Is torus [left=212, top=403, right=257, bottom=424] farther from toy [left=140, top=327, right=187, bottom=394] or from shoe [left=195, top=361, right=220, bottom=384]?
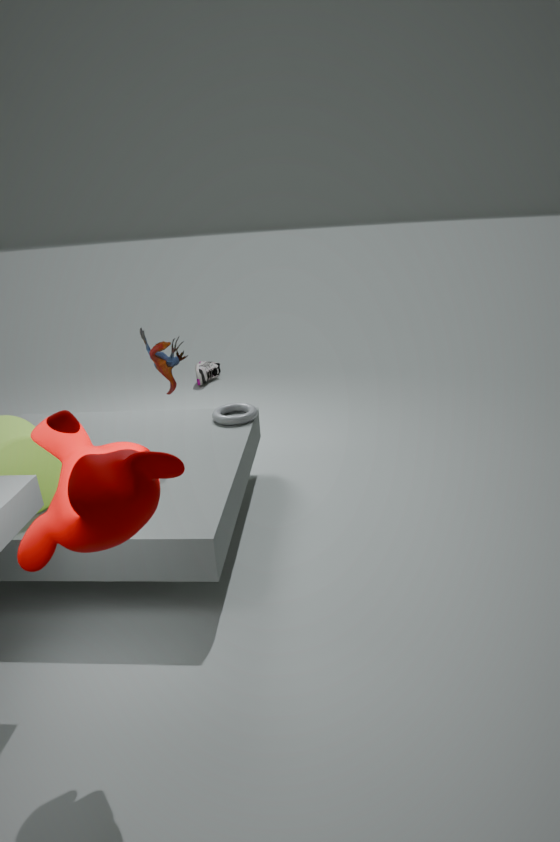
shoe [left=195, top=361, right=220, bottom=384]
